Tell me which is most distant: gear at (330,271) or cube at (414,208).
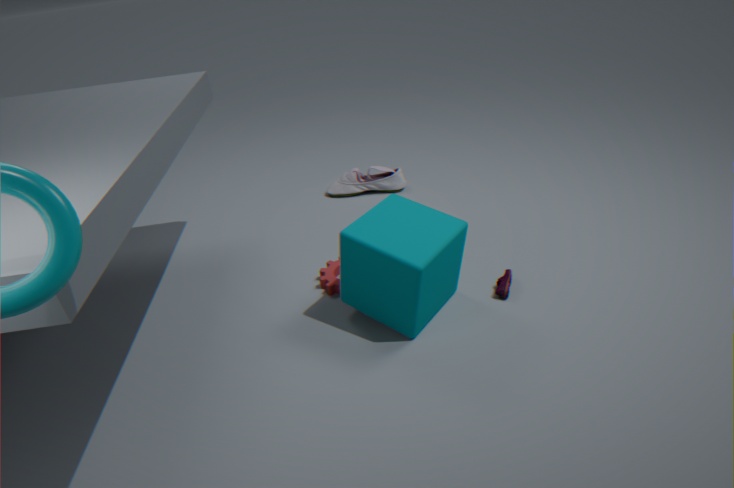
gear at (330,271)
